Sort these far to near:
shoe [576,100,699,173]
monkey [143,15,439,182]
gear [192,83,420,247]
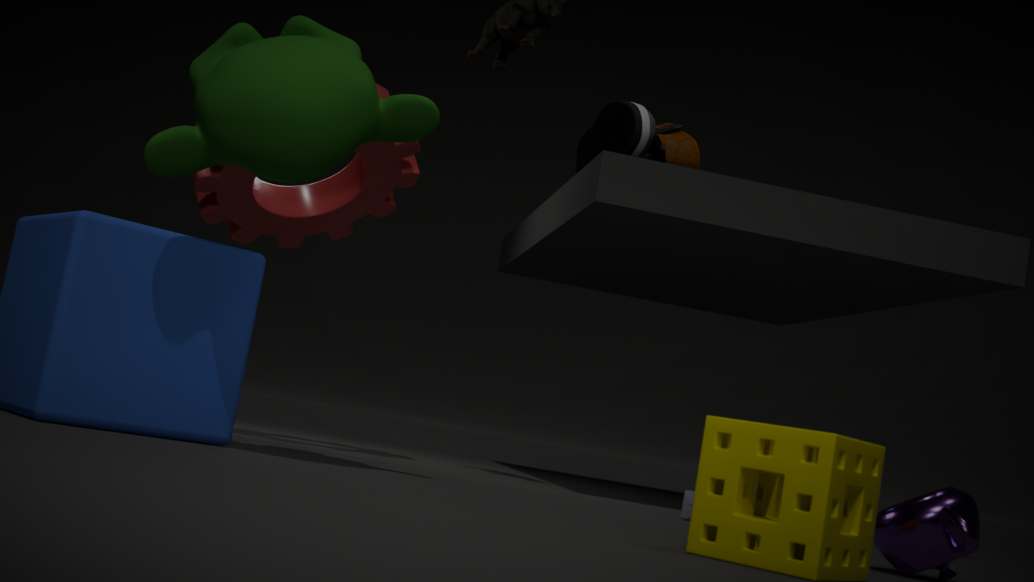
1. gear [192,83,420,247]
2. shoe [576,100,699,173]
3. monkey [143,15,439,182]
